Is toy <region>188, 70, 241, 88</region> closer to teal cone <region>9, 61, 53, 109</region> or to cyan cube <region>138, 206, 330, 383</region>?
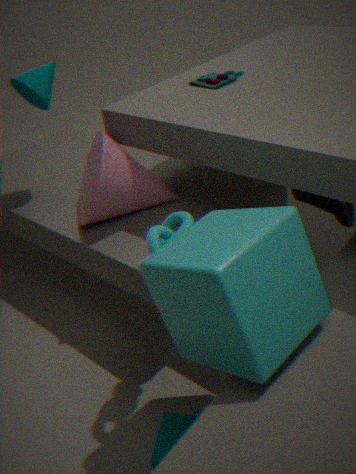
teal cone <region>9, 61, 53, 109</region>
